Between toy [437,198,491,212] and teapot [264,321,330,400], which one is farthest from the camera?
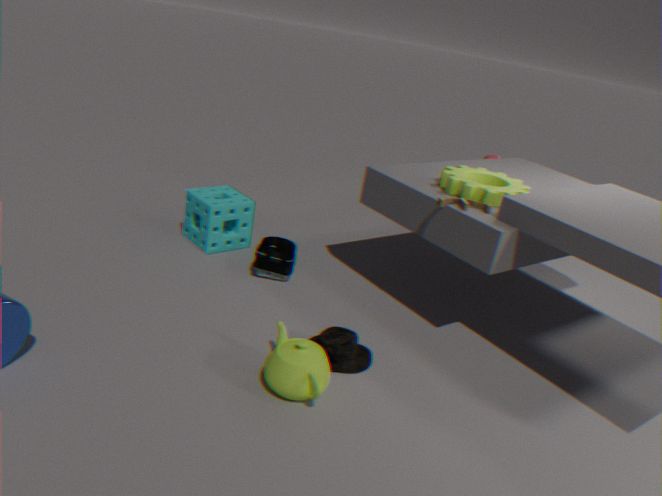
toy [437,198,491,212]
